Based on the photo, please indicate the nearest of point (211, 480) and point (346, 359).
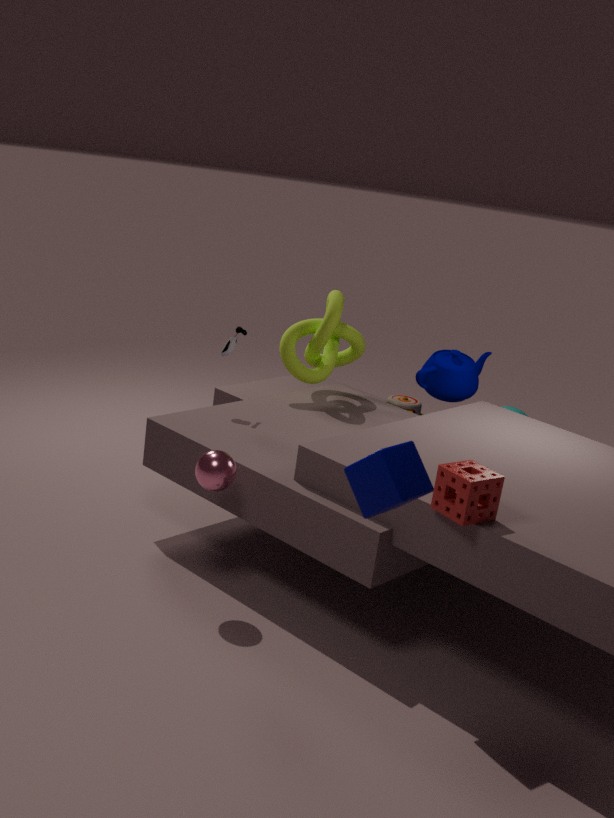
point (211, 480)
